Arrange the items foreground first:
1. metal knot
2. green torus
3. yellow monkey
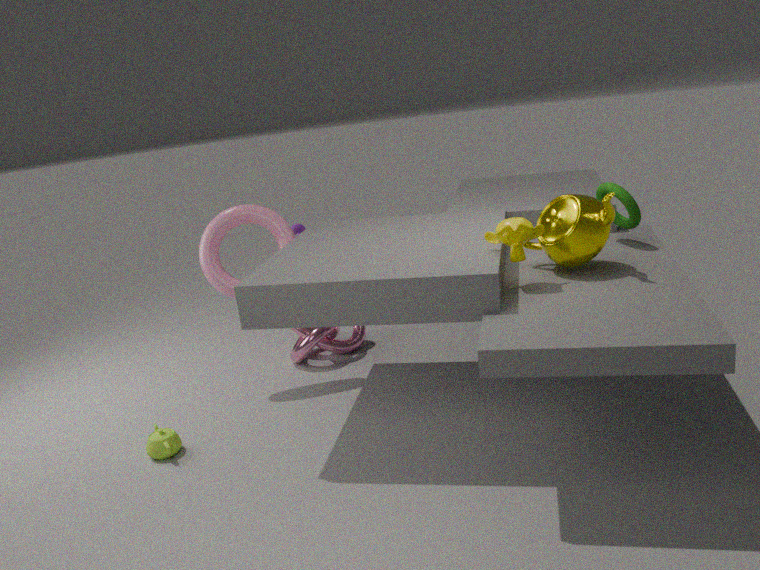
1. yellow monkey
2. green torus
3. metal knot
